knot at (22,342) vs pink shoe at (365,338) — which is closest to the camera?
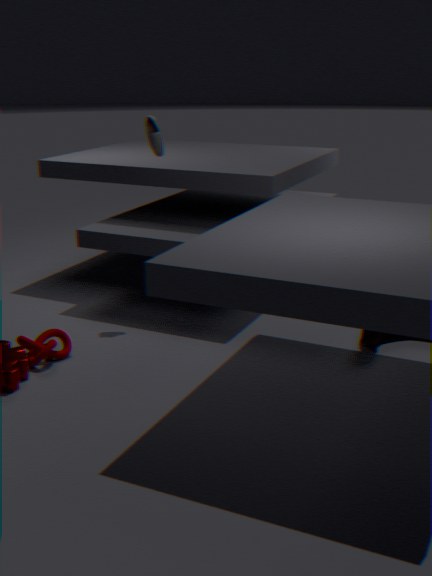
knot at (22,342)
